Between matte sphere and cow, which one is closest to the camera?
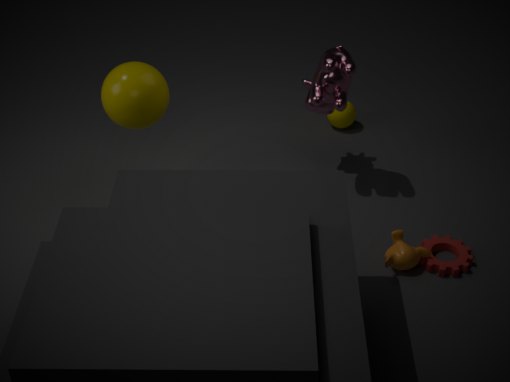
cow
